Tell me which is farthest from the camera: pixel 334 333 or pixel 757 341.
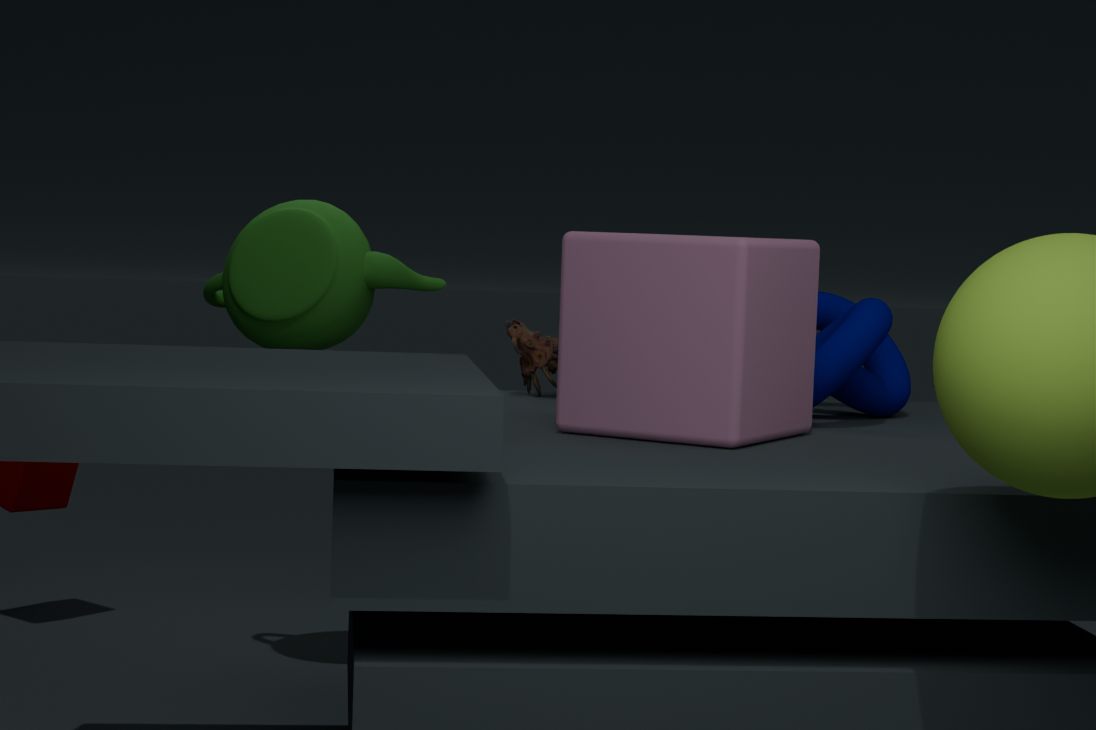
pixel 334 333
